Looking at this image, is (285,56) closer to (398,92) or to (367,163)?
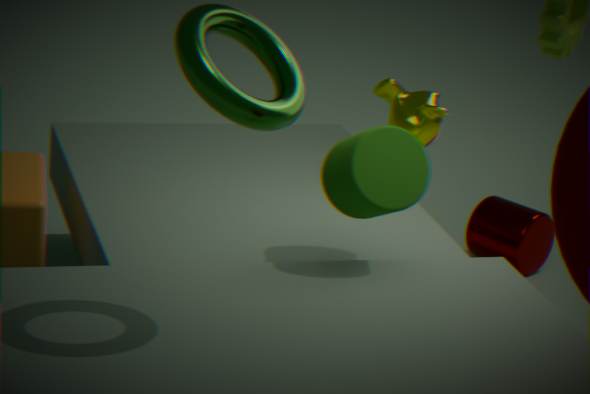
(367,163)
